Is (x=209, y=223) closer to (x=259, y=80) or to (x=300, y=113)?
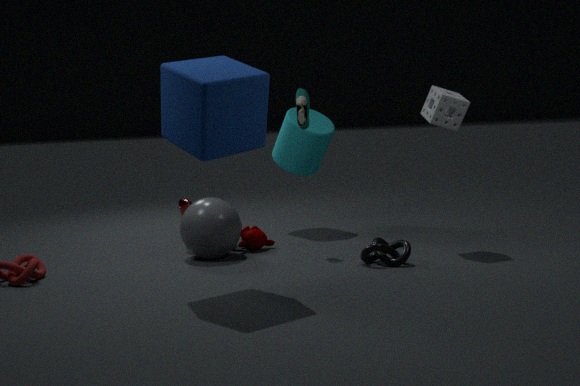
(x=300, y=113)
